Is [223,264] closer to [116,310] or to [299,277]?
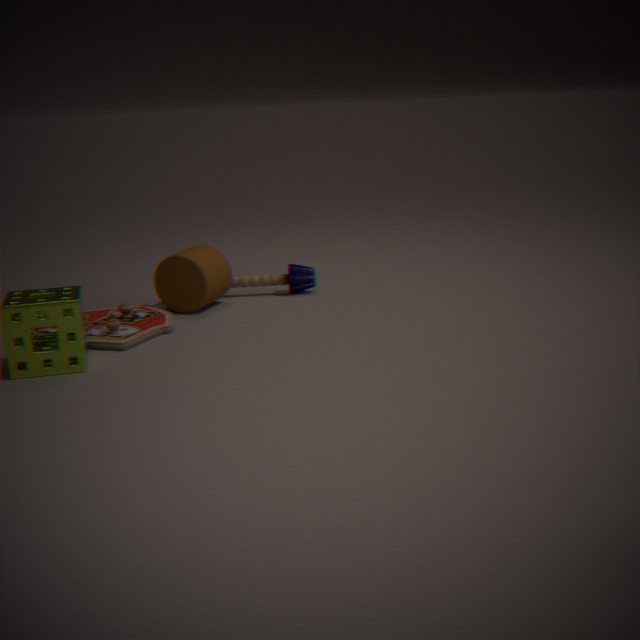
[299,277]
